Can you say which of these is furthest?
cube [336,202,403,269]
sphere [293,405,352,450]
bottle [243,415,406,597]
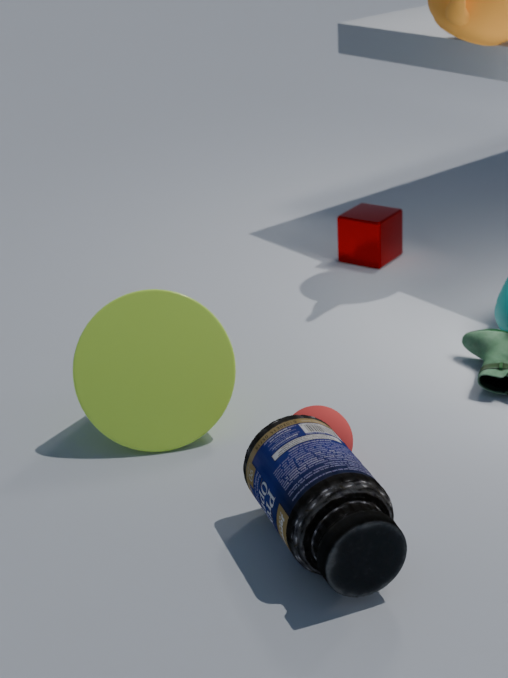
cube [336,202,403,269]
